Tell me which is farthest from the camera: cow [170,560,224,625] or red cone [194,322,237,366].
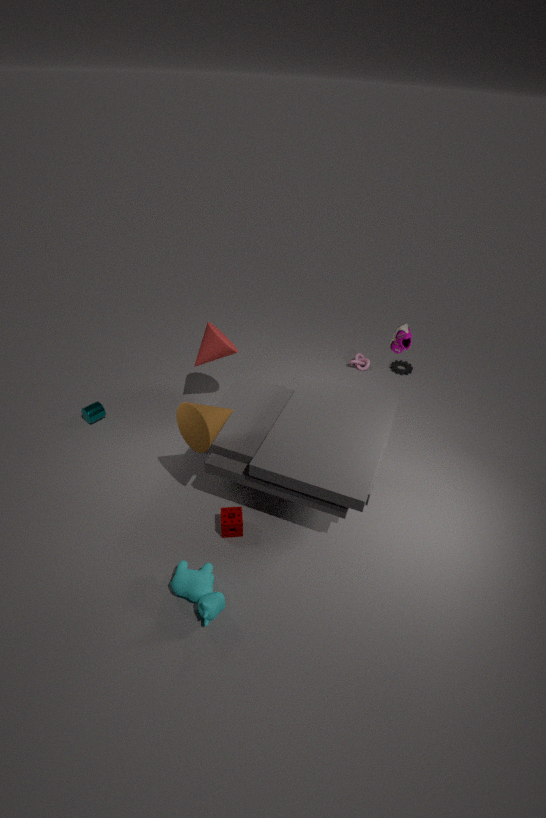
red cone [194,322,237,366]
